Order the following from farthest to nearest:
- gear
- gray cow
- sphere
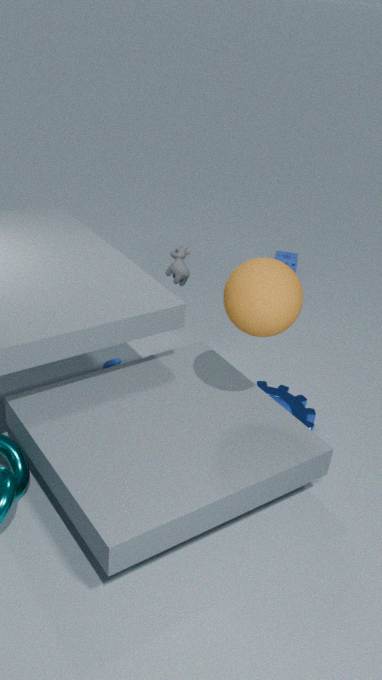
gray cow
gear
sphere
